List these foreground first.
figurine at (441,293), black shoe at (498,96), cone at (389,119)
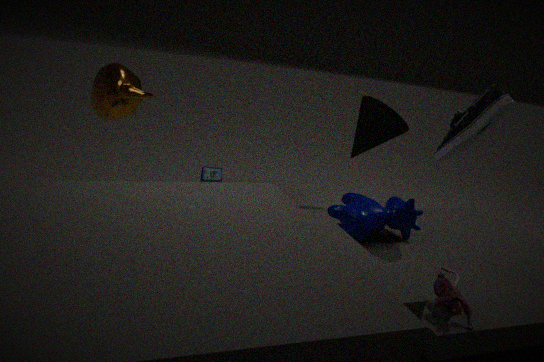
figurine at (441,293) < black shoe at (498,96) < cone at (389,119)
